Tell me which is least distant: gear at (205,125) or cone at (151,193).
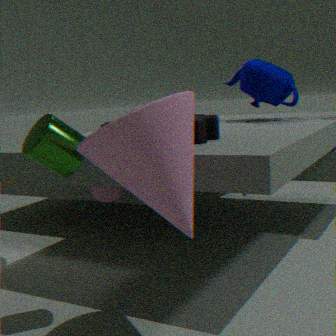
cone at (151,193)
